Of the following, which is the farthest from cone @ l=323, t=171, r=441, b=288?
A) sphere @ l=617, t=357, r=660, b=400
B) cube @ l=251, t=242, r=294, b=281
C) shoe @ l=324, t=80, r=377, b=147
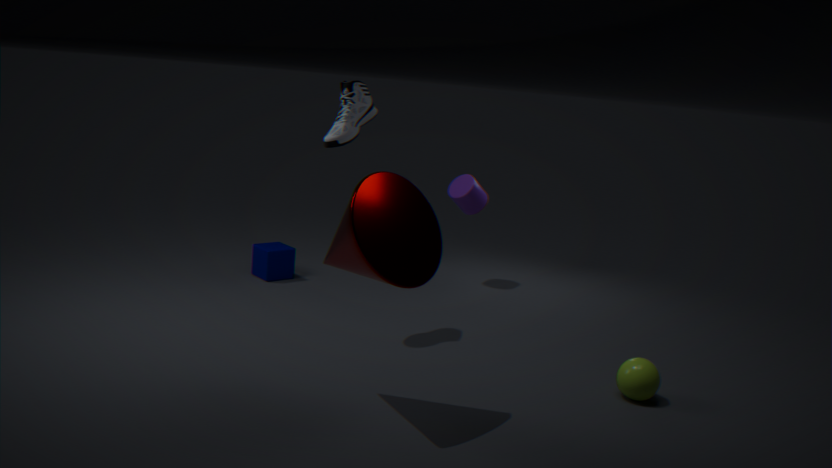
cube @ l=251, t=242, r=294, b=281
